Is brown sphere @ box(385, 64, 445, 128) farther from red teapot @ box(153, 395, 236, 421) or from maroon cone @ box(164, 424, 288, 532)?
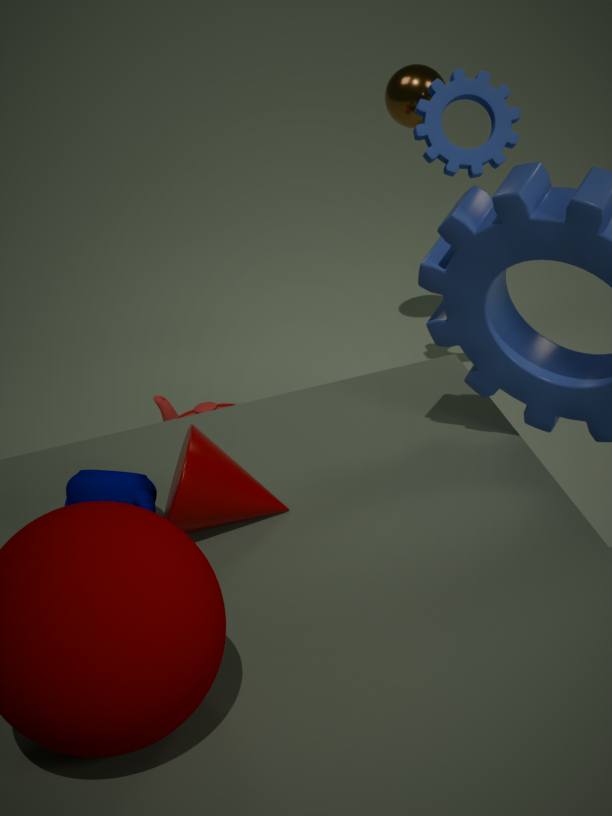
maroon cone @ box(164, 424, 288, 532)
